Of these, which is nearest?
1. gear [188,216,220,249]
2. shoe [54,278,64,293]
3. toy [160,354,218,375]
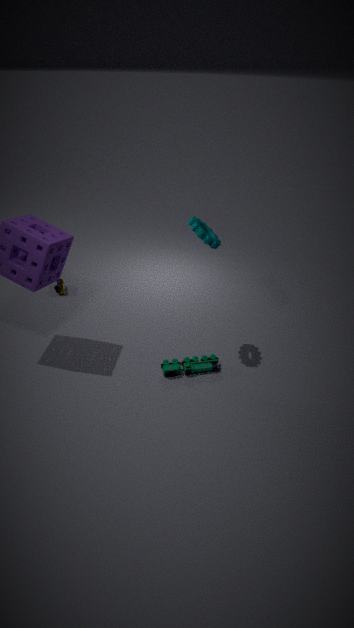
gear [188,216,220,249]
